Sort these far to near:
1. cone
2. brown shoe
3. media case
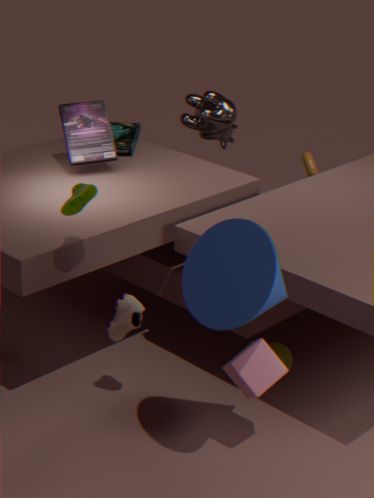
media case < brown shoe < cone
